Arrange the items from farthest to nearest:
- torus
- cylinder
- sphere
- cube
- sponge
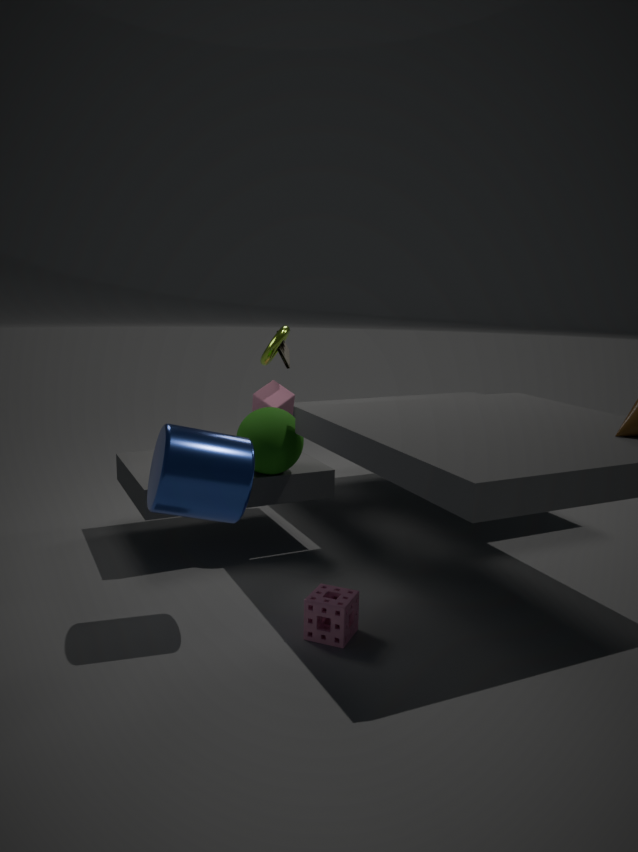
cube → torus → sphere → sponge → cylinder
